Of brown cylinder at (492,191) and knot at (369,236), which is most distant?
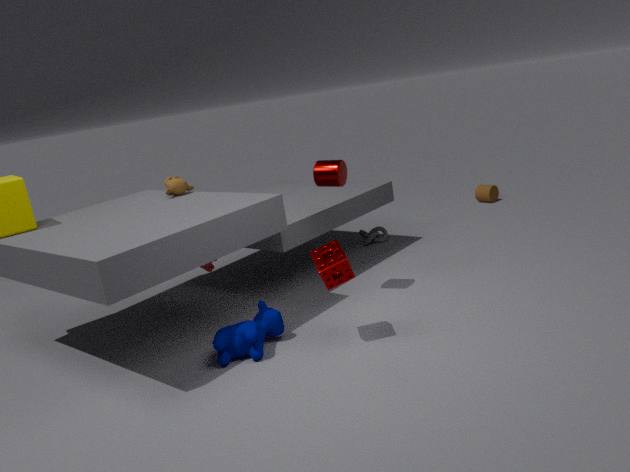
brown cylinder at (492,191)
